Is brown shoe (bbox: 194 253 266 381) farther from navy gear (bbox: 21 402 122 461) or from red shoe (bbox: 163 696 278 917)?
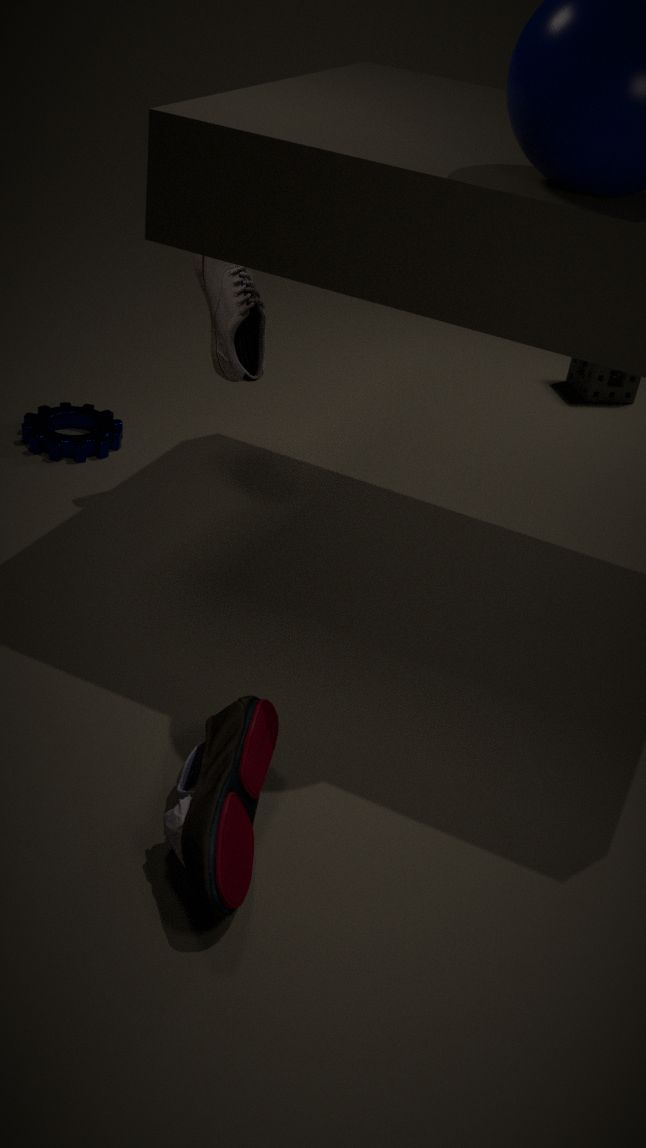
red shoe (bbox: 163 696 278 917)
